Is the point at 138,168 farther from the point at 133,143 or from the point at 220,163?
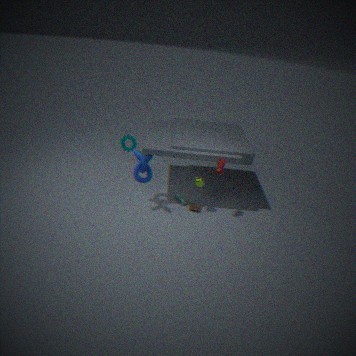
the point at 220,163
